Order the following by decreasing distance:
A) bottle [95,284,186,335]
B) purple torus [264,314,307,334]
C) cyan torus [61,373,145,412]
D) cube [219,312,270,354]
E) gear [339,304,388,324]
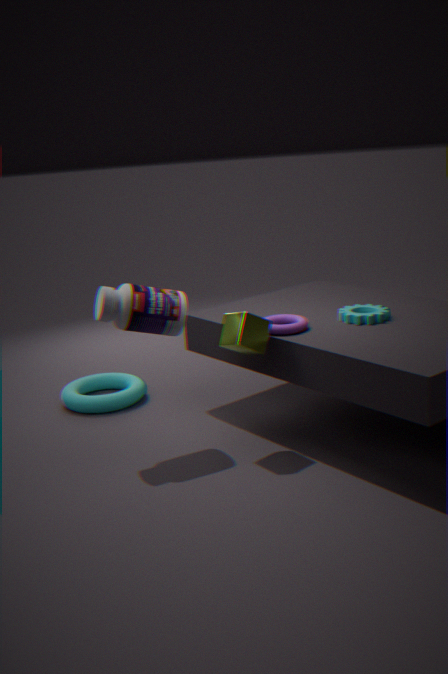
cyan torus [61,373,145,412] → gear [339,304,388,324] → purple torus [264,314,307,334] → bottle [95,284,186,335] → cube [219,312,270,354]
